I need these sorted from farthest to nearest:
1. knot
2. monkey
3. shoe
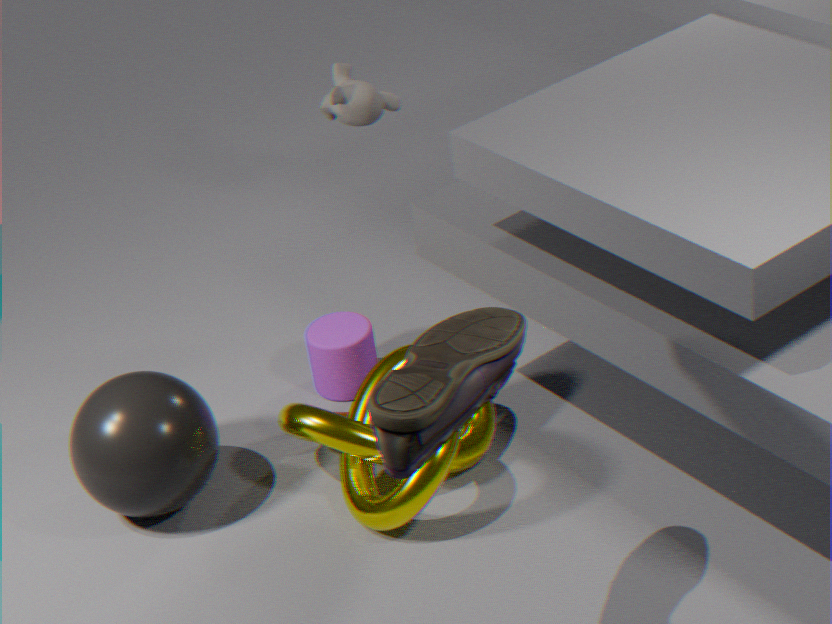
monkey, knot, shoe
